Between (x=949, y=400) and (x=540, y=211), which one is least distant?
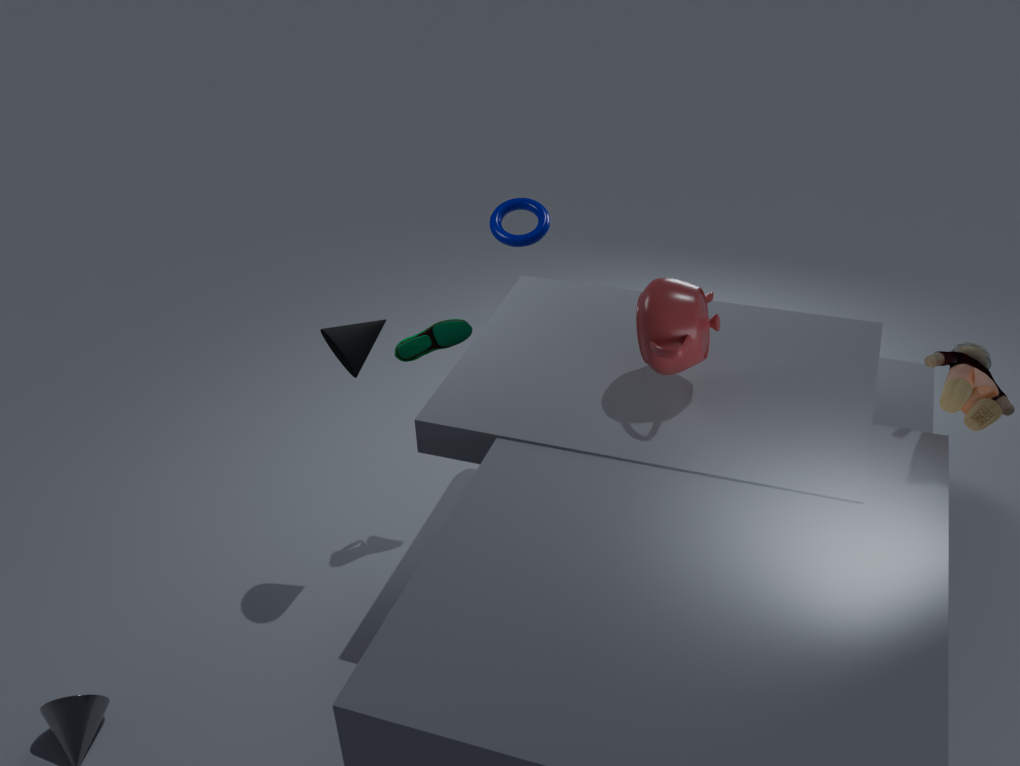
(x=949, y=400)
